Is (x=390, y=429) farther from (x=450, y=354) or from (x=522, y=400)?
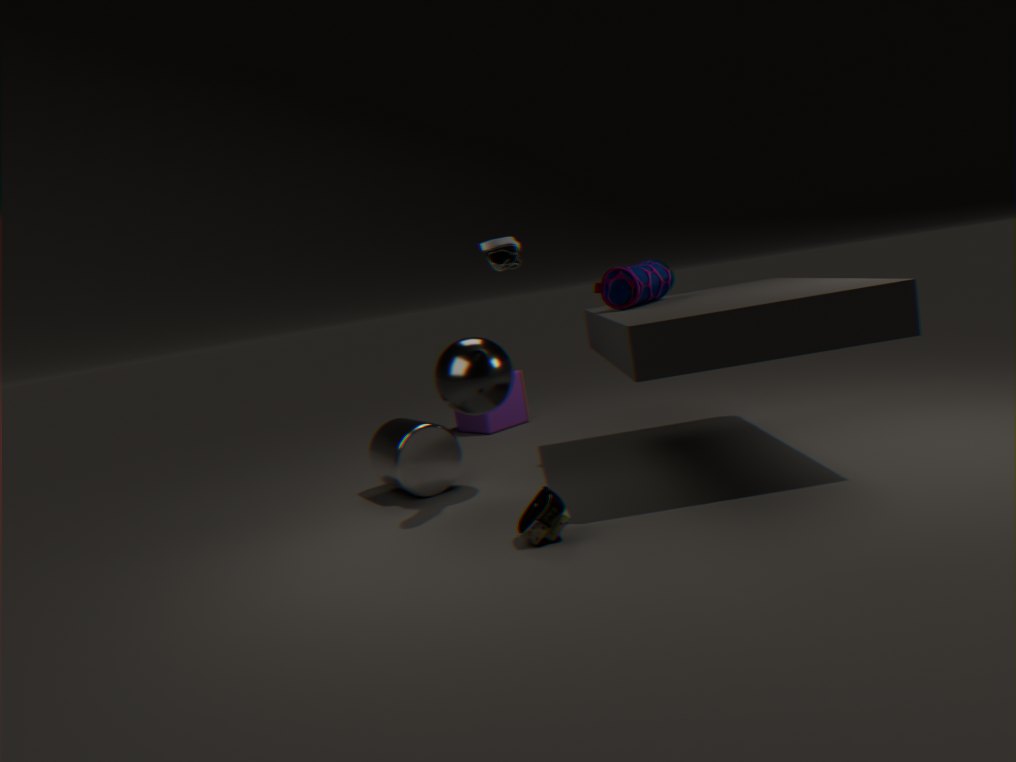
(x=522, y=400)
